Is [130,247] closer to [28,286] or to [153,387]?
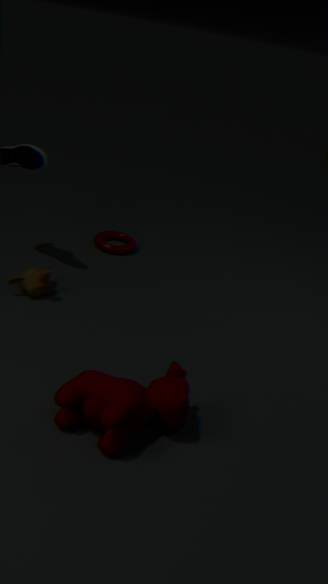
[28,286]
